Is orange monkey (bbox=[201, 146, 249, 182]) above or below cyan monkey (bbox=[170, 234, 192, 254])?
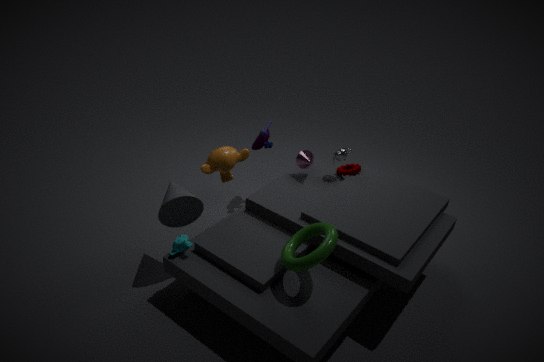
above
